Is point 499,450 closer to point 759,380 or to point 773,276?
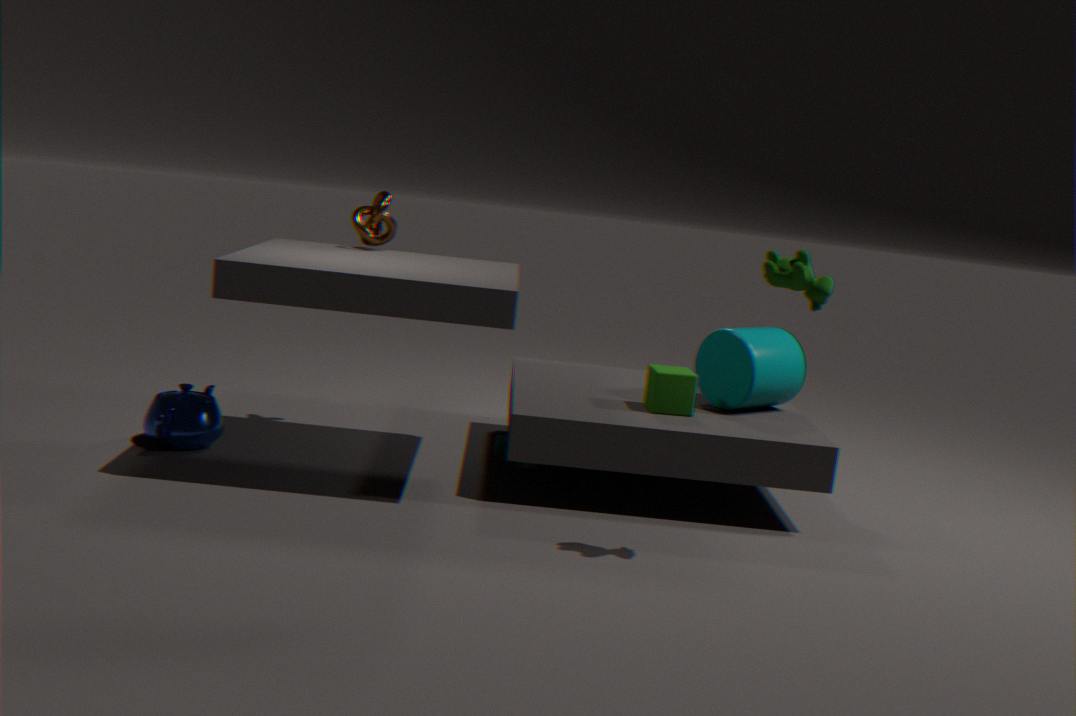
point 759,380
